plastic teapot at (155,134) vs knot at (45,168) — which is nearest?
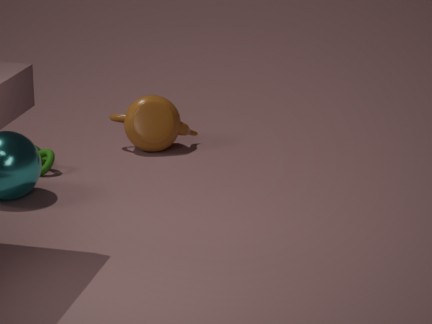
knot at (45,168)
